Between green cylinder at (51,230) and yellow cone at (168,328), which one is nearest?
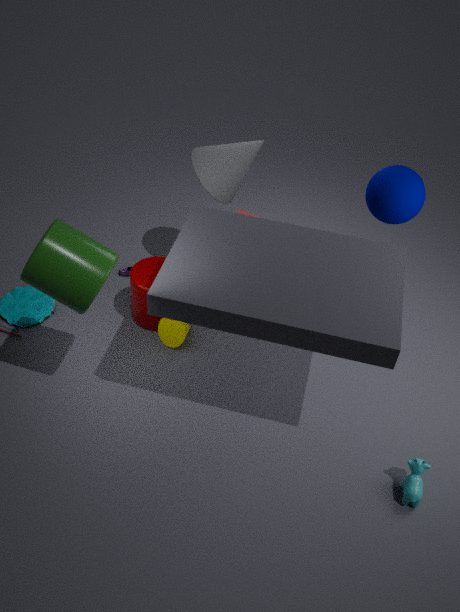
green cylinder at (51,230)
